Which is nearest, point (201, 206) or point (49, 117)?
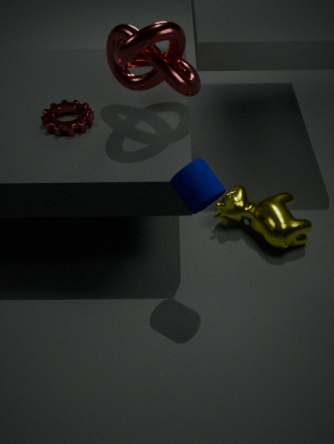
point (201, 206)
